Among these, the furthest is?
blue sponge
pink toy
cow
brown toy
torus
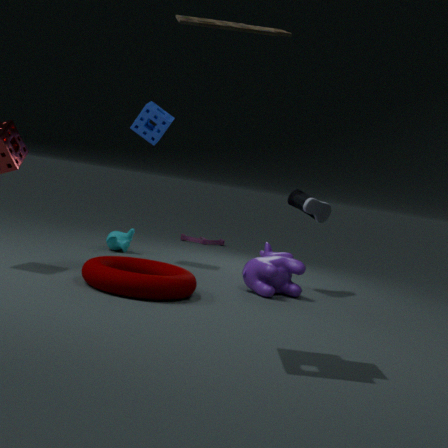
pink toy
